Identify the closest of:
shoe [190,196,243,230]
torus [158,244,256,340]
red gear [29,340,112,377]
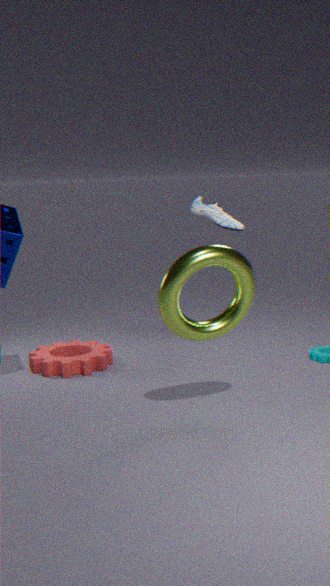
torus [158,244,256,340]
